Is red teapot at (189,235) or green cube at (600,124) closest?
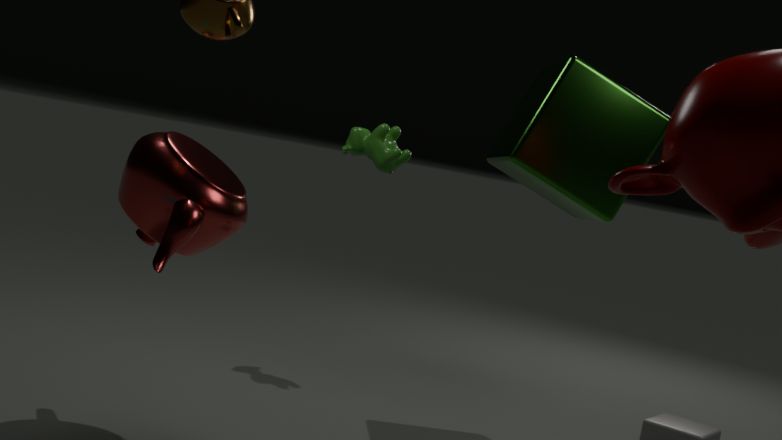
red teapot at (189,235)
